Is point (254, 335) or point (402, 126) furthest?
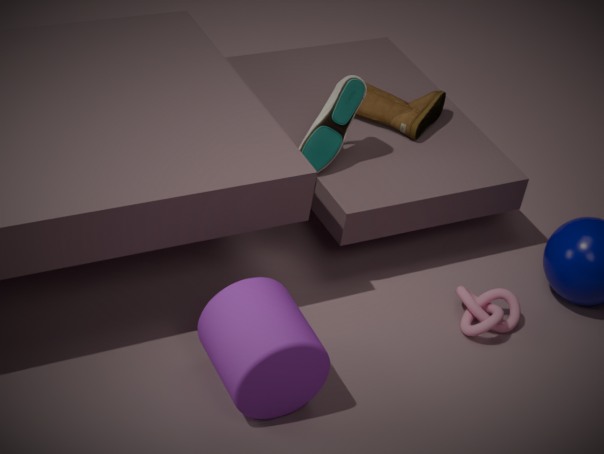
point (402, 126)
